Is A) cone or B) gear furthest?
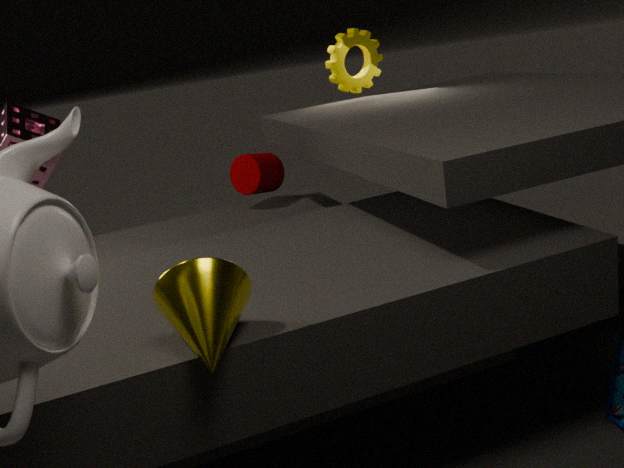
B. gear
